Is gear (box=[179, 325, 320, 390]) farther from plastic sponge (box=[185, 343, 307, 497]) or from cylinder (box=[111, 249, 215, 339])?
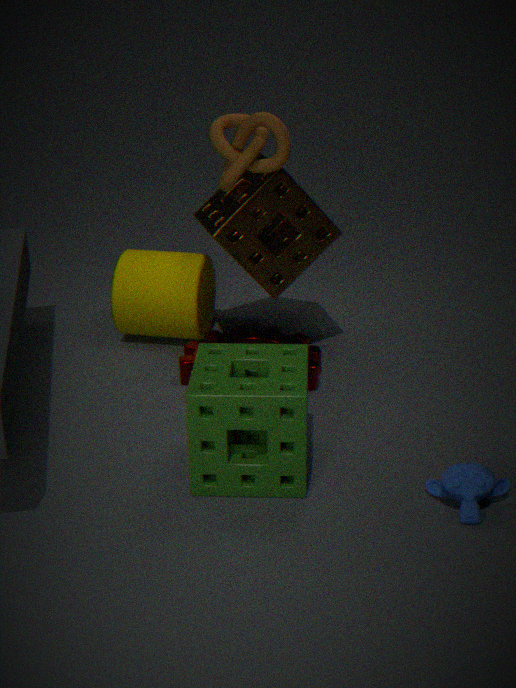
plastic sponge (box=[185, 343, 307, 497])
